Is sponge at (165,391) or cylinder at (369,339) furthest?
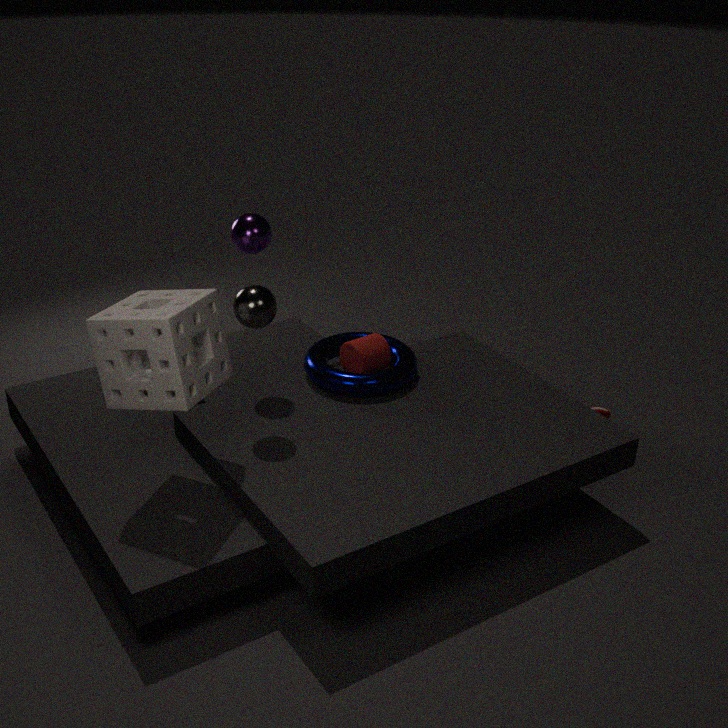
cylinder at (369,339)
